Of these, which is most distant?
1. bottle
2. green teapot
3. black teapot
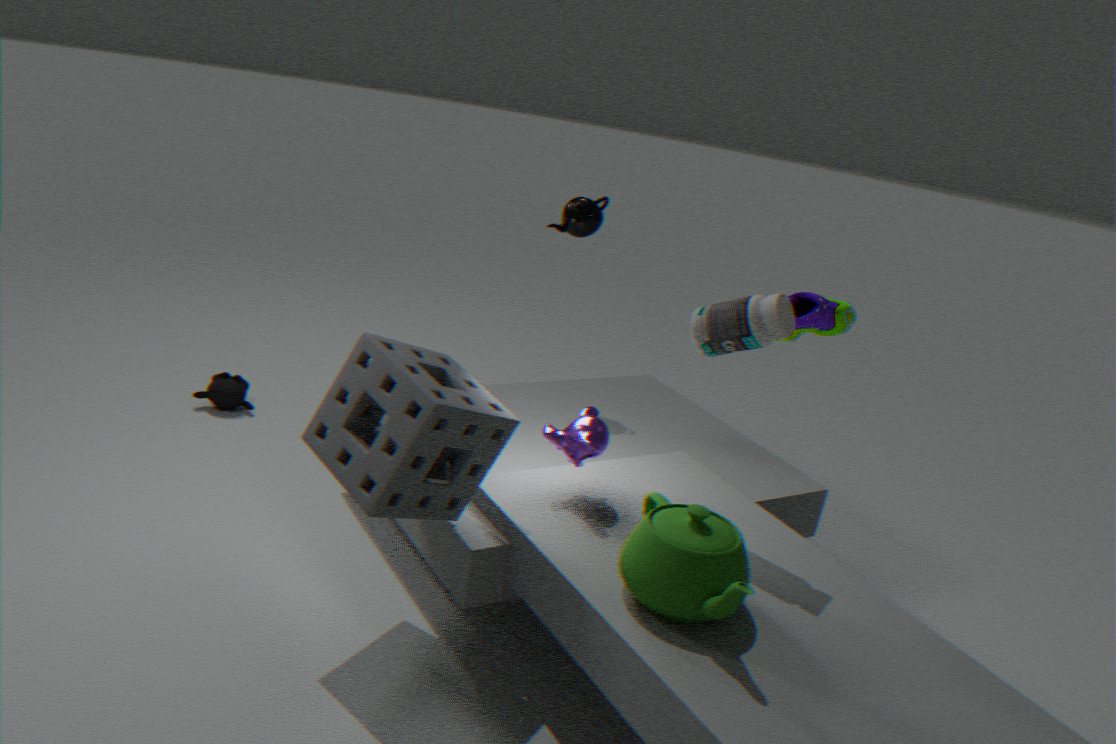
black teapot
